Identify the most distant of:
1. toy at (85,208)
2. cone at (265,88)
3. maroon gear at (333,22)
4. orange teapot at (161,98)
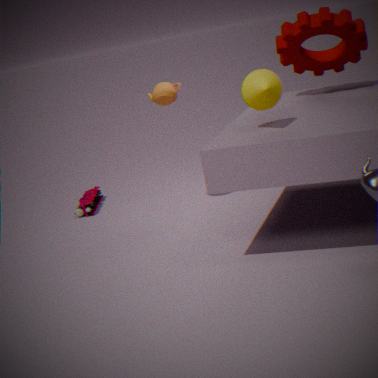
toy at (85,208)
